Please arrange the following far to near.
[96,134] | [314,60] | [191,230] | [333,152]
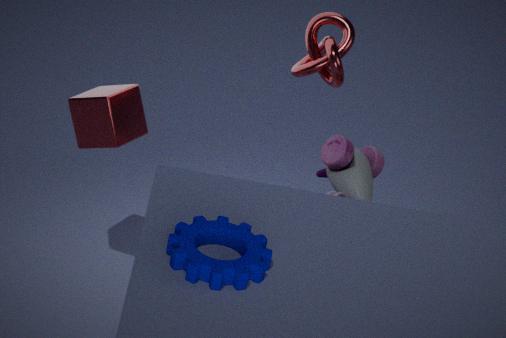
[314,60], [333,152], [96,134], [191,230]
